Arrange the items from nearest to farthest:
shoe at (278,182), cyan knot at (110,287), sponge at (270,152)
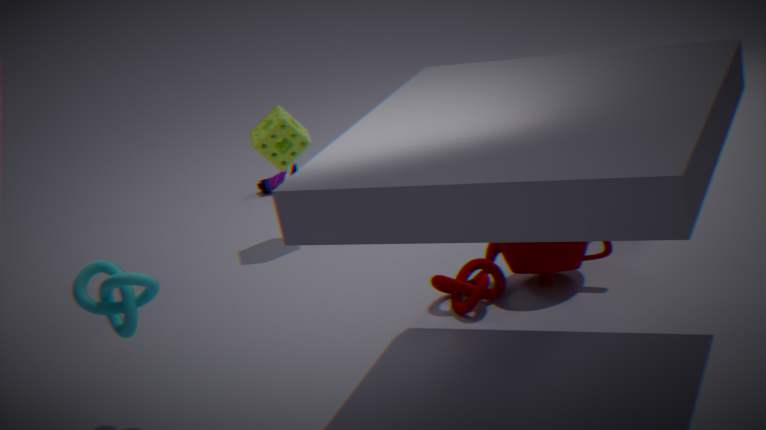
cyan knot at (110,287), sponge at (270,152), shoe at (278,182)
